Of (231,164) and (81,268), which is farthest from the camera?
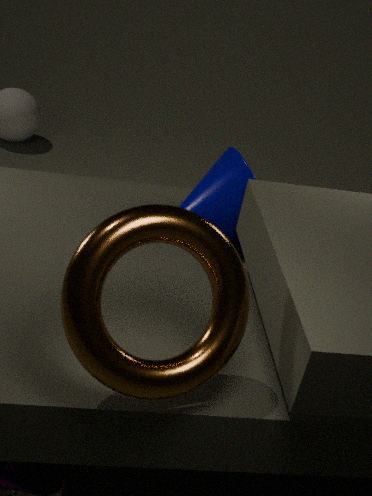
(231,164)
